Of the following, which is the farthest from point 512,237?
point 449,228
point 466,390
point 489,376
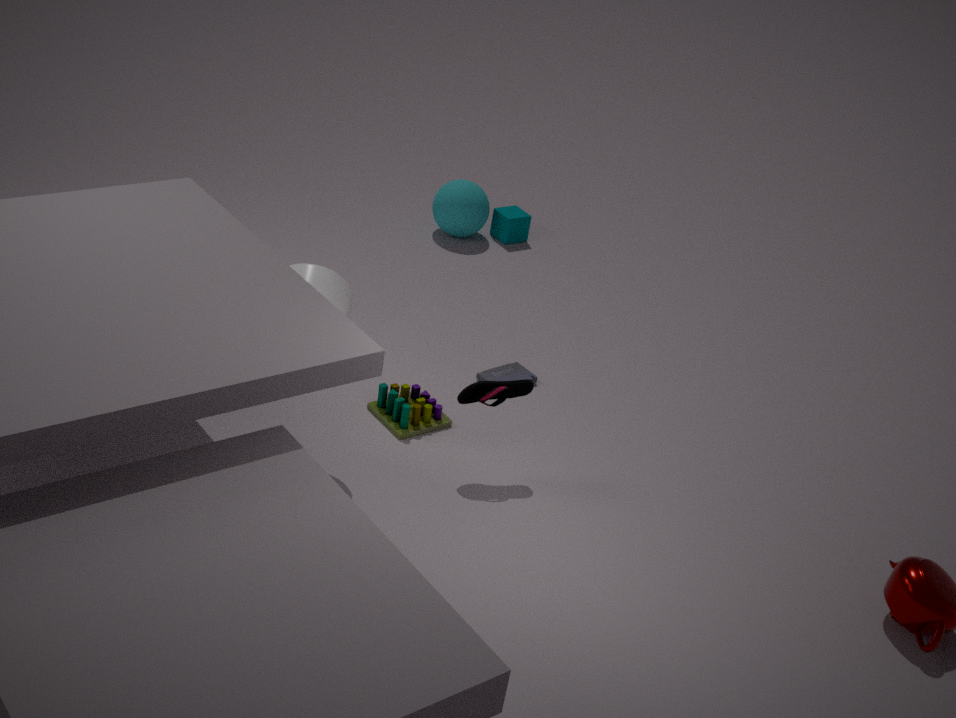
point 466,390
